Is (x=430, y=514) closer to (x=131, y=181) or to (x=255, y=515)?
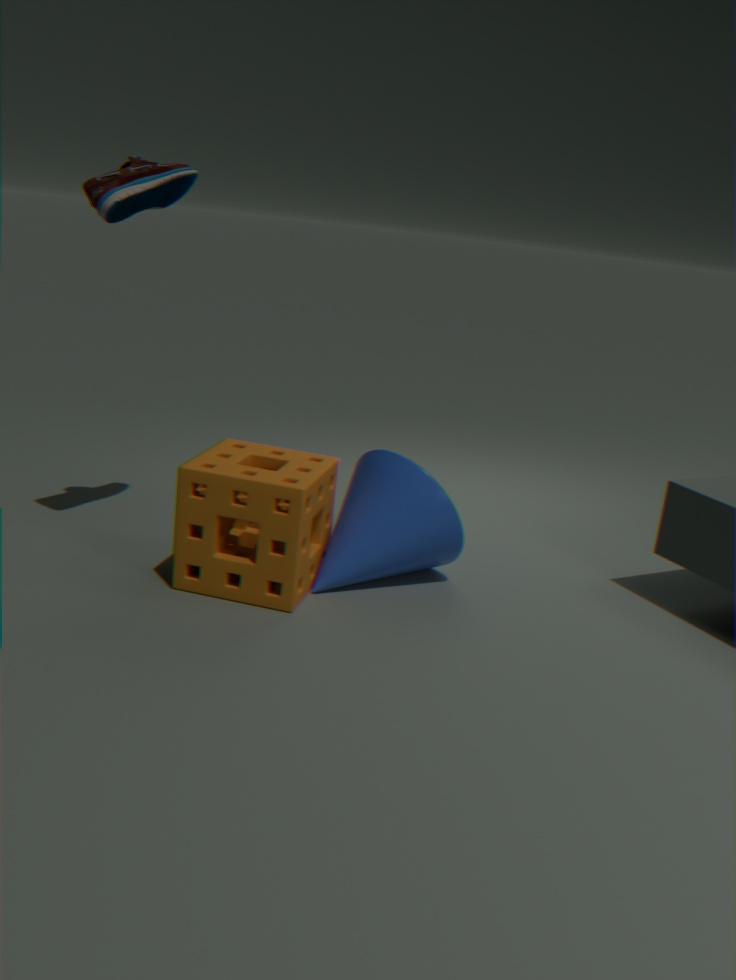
(x=255, y=515)
